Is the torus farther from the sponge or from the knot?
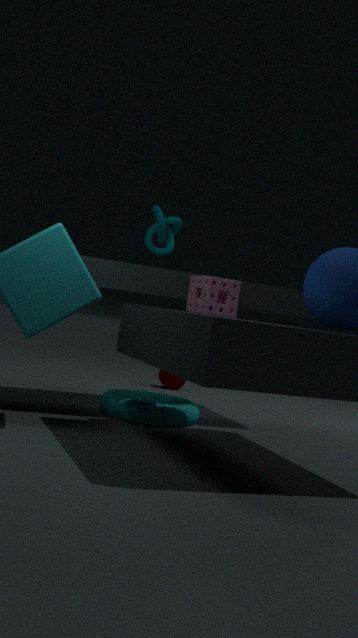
the knot
